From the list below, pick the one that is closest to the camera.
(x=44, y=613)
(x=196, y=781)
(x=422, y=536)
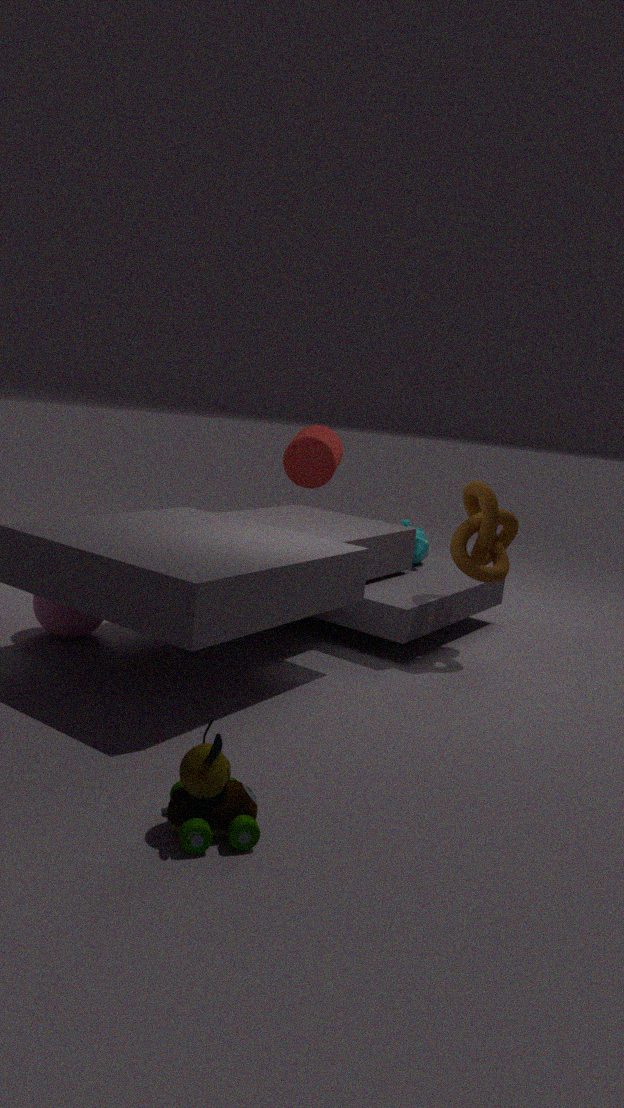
(x=196, y=781)
